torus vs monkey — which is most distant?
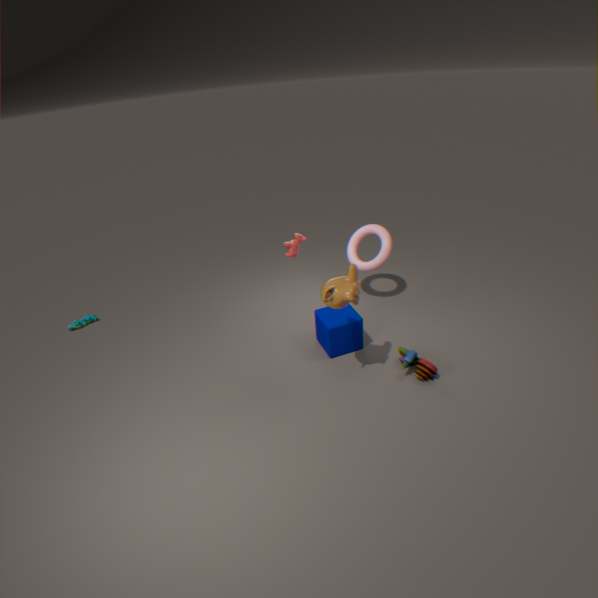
torus
